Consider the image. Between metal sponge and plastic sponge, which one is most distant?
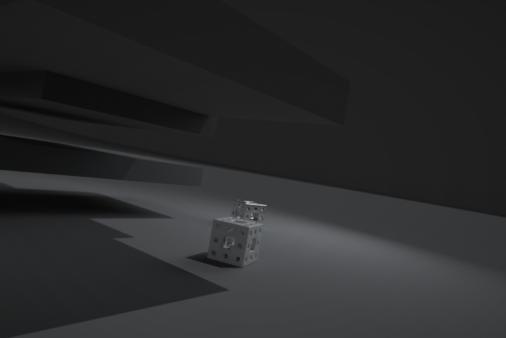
metal sponge
